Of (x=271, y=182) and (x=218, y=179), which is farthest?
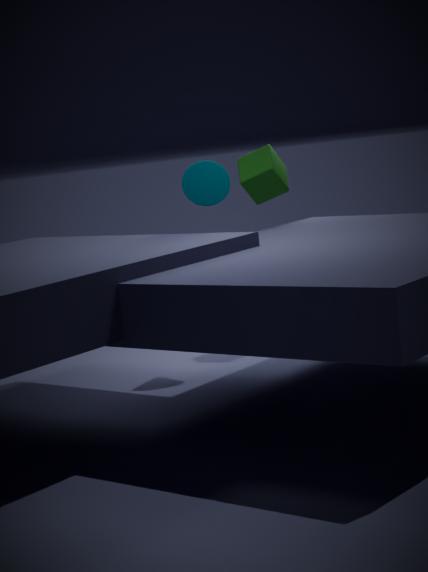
(x=271, y=182)
